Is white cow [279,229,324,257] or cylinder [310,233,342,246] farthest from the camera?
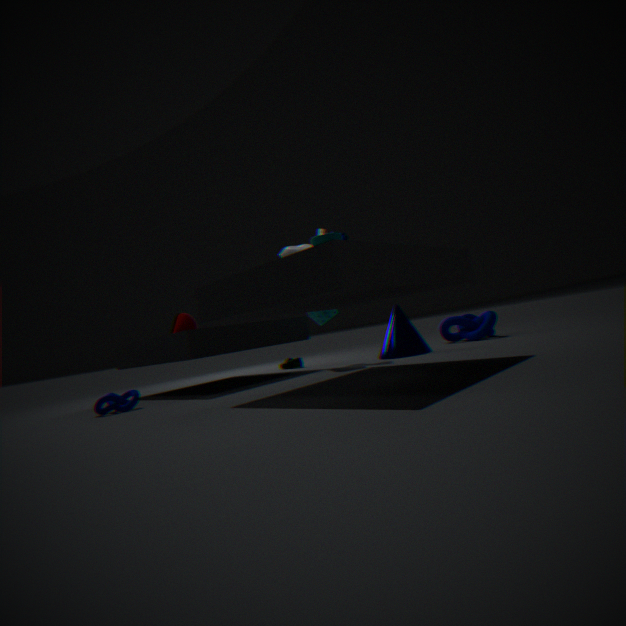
white cow [279,229,324,257]
